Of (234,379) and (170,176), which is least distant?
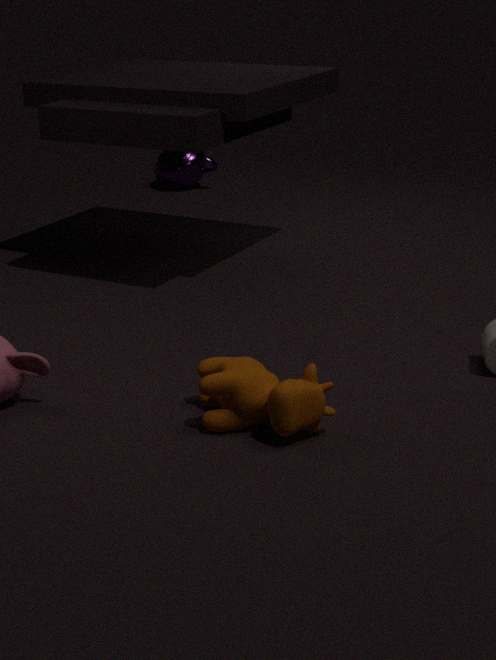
(234,379)
